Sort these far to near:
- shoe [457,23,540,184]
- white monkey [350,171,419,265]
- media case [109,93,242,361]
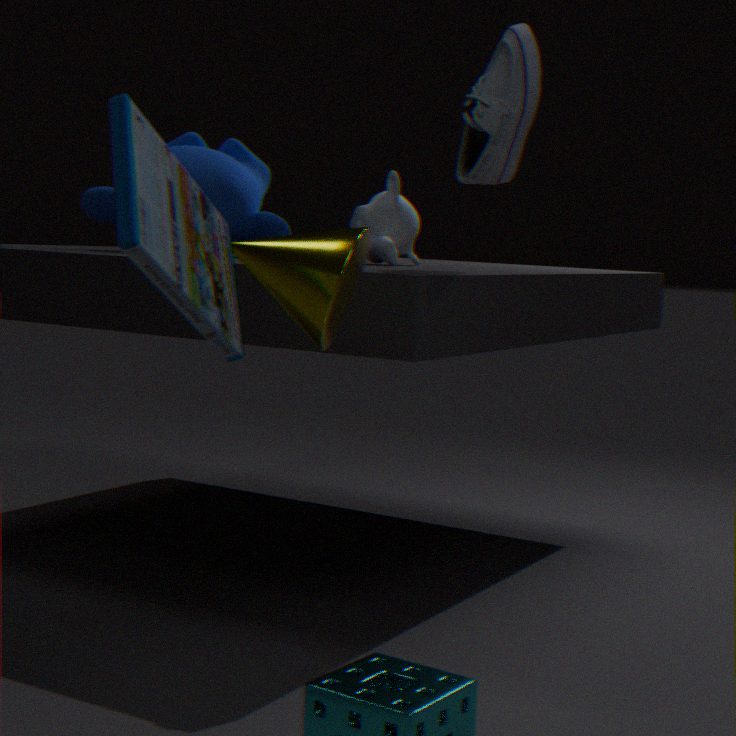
1. white monkey [350,171,419,265]
2. shoe [457,23,540,184]
3. media case [109,93,242,361]
